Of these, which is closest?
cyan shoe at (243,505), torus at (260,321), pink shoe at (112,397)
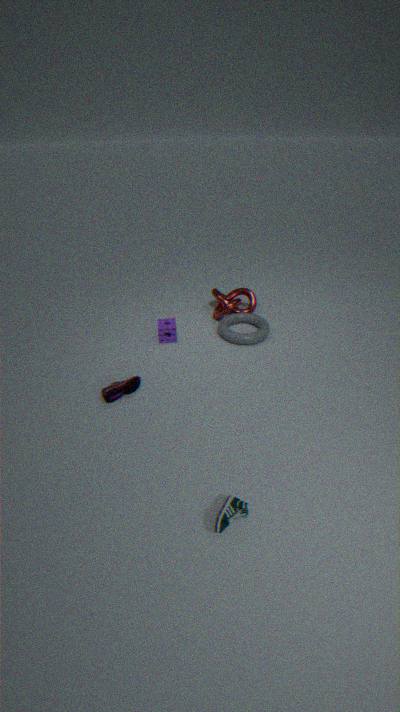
cyan shoe at (243,505)
